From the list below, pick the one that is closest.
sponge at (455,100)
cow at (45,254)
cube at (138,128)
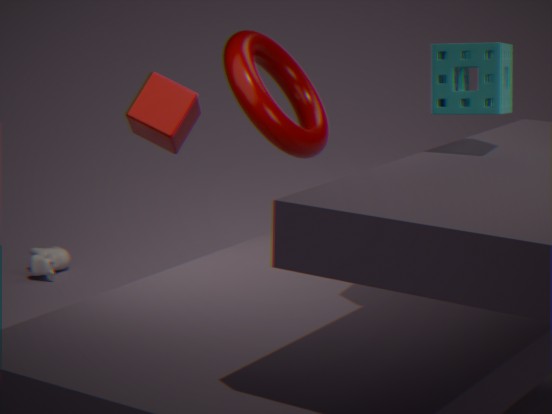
sponge at (455,100)
